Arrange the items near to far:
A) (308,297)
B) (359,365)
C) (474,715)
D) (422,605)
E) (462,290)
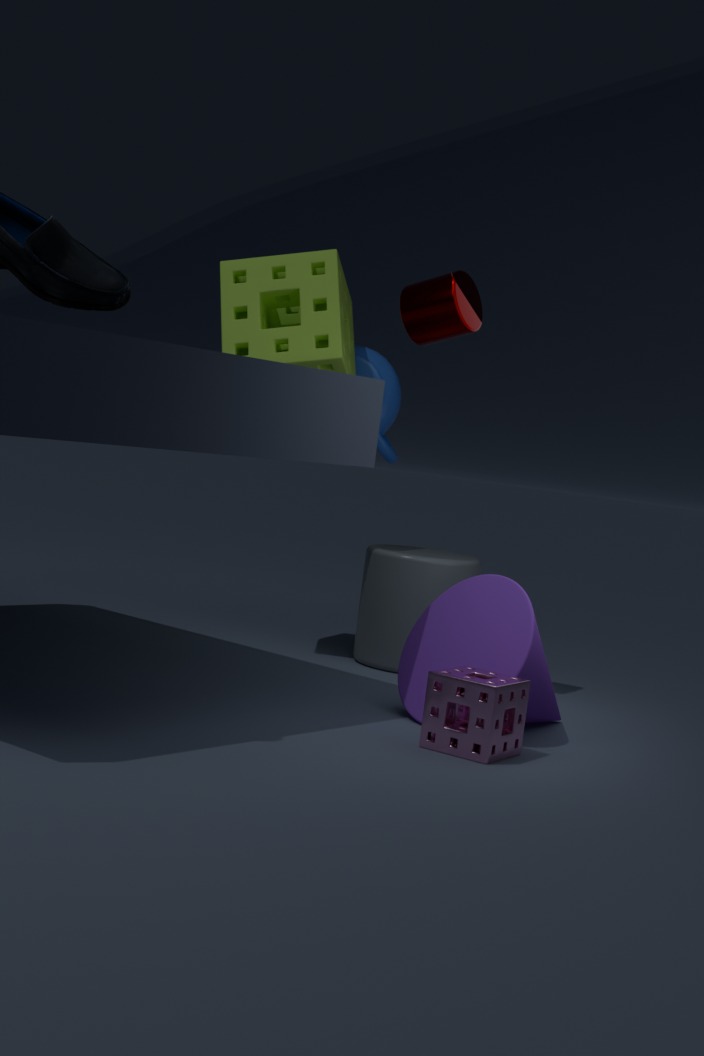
(474,715)
(462,290)
(308,297)
(422,605)
(359,365)
